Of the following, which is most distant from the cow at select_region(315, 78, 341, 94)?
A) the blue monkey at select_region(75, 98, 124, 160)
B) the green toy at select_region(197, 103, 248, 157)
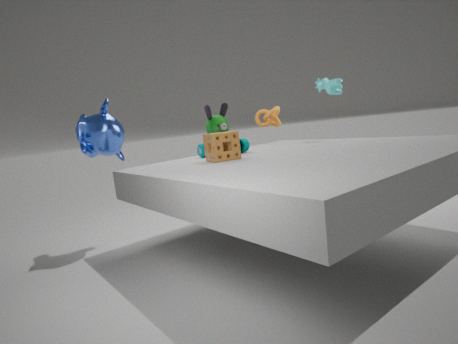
the blue monkey at select_region(75, 98, 124, 160)
